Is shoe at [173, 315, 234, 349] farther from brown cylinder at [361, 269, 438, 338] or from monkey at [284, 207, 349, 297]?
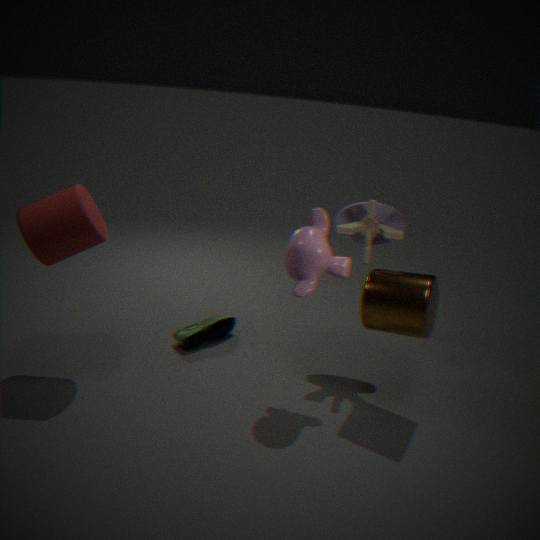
brown cylinder at [361, 269, 438, 338]
